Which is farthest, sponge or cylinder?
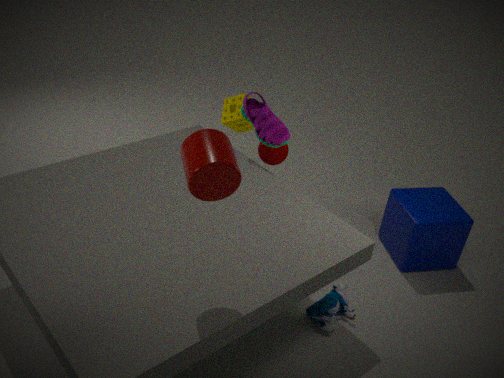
sponge
